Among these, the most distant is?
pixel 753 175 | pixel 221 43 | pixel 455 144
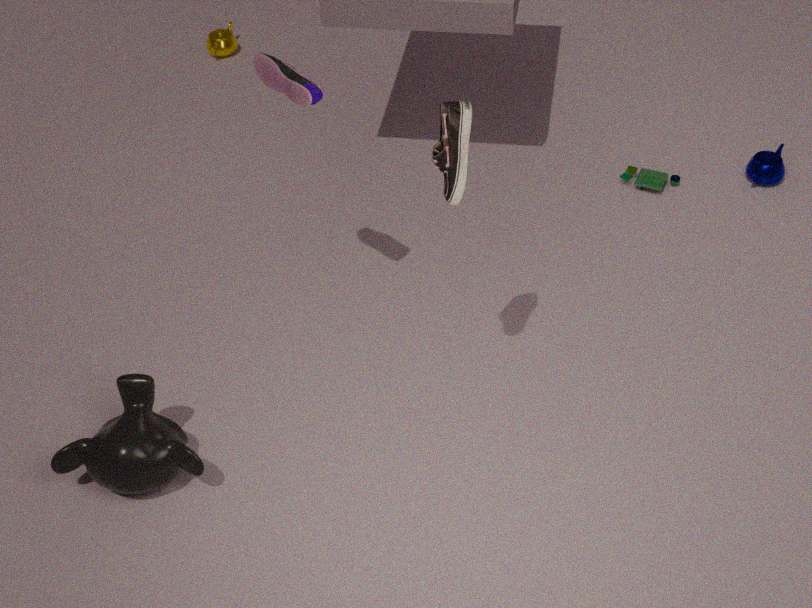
pixel 221 43
